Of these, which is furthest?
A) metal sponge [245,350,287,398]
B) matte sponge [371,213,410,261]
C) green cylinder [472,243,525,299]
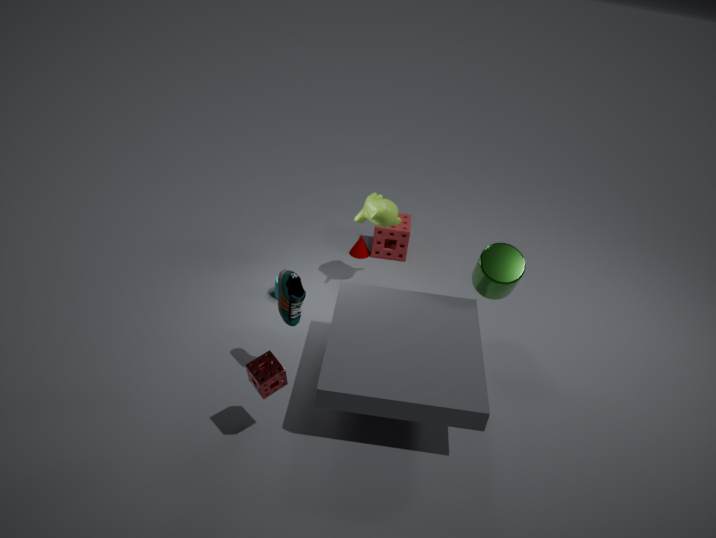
matte sponge [371,213,410,261]
